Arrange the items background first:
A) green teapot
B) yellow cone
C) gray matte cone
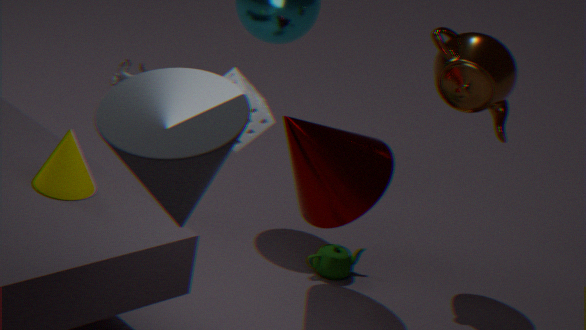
green teapot < yellow cone < gray matte cone
